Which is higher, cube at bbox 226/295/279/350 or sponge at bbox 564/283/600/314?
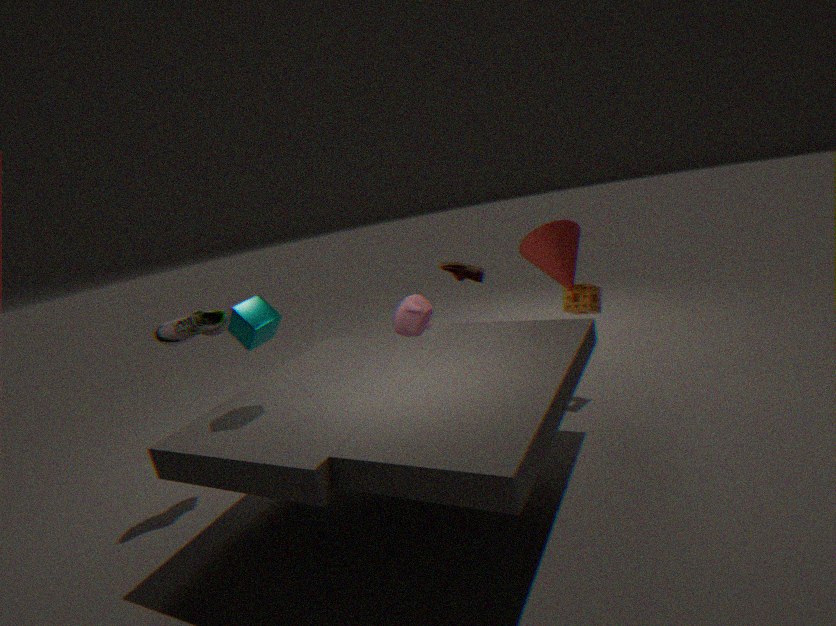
cube at bbox 226/295/279/350
